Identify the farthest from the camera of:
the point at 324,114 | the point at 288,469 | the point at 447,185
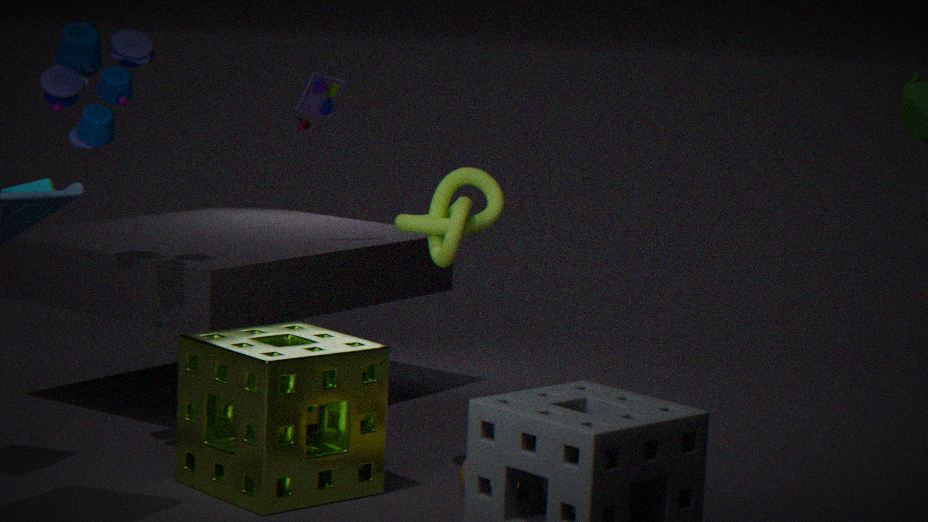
the point at 324,114
